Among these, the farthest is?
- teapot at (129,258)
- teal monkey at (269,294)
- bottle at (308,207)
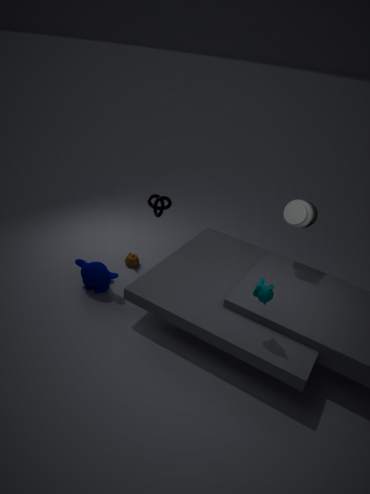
teapot at (129,258)
